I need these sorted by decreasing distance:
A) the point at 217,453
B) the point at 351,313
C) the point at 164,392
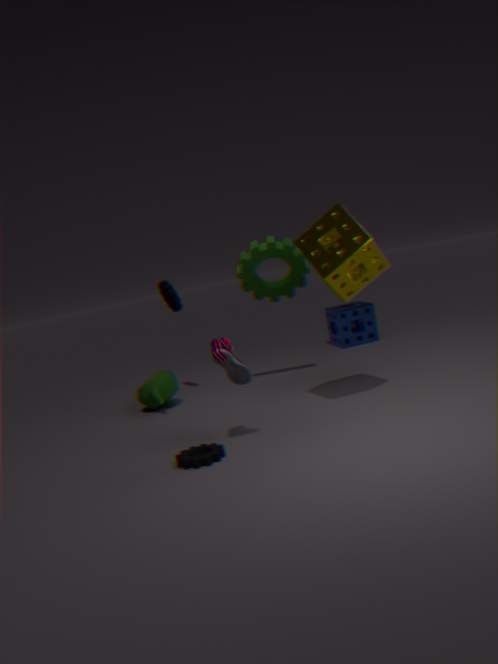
1. the point at 351,313
2. the point at 164,392
3. the point at 217,453
